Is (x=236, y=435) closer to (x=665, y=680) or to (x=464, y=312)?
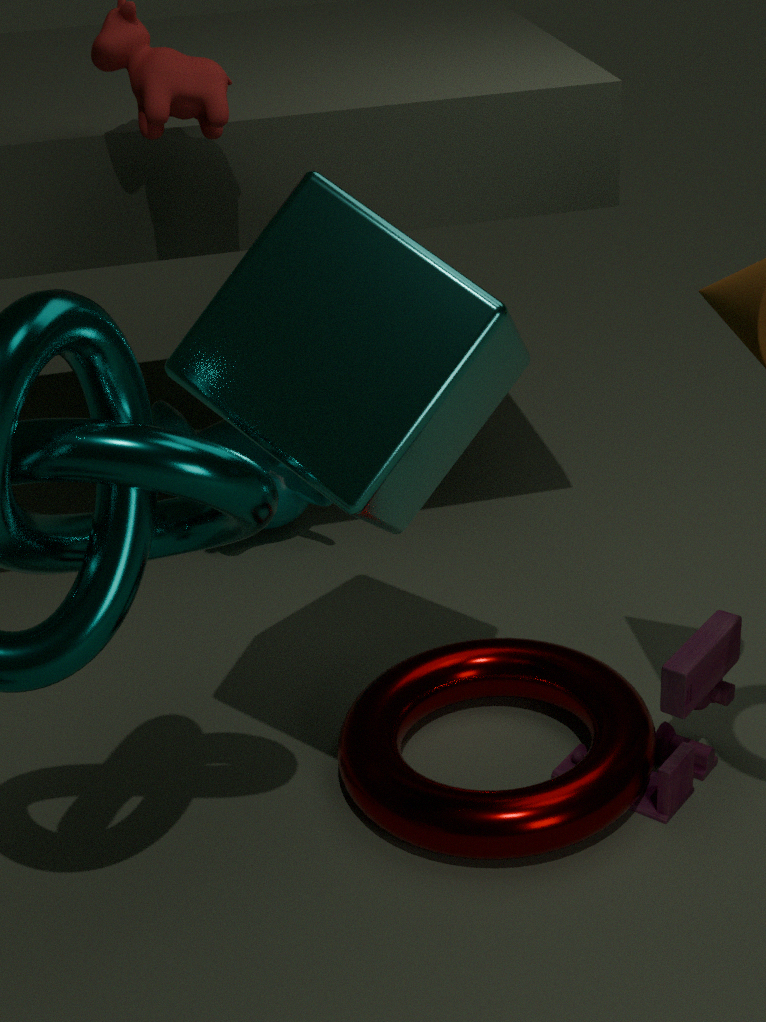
(x=464, y=312)
